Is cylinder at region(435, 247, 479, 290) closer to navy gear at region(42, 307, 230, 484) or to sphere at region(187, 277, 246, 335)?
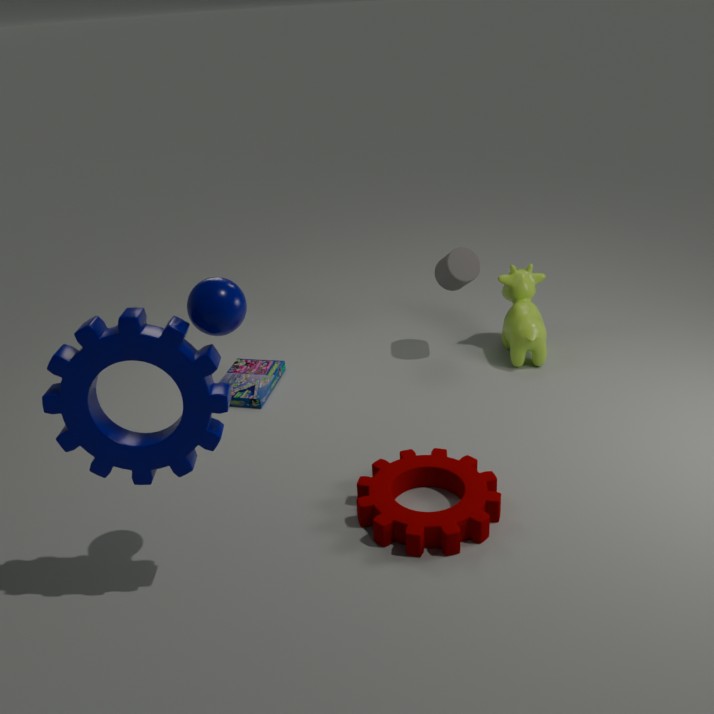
sphere at region(187, 277, 246, 335)
